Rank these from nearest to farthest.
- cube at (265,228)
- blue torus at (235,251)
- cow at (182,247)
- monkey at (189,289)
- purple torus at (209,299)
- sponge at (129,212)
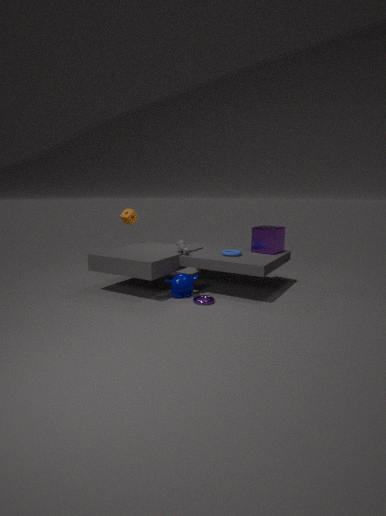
purple torus at (209,299) → monkey at (189,289) → blue torus at (235,251) → cow at (182,247) → cube at (265,228) → sponge at (129,212)
